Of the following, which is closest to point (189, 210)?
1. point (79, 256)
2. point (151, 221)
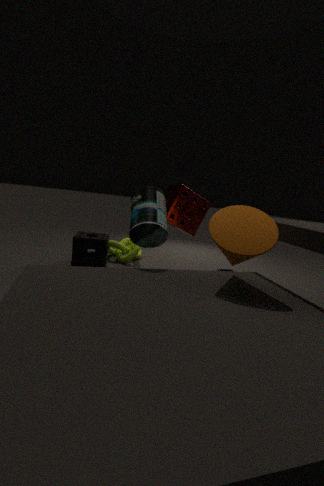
point (151, 221)
